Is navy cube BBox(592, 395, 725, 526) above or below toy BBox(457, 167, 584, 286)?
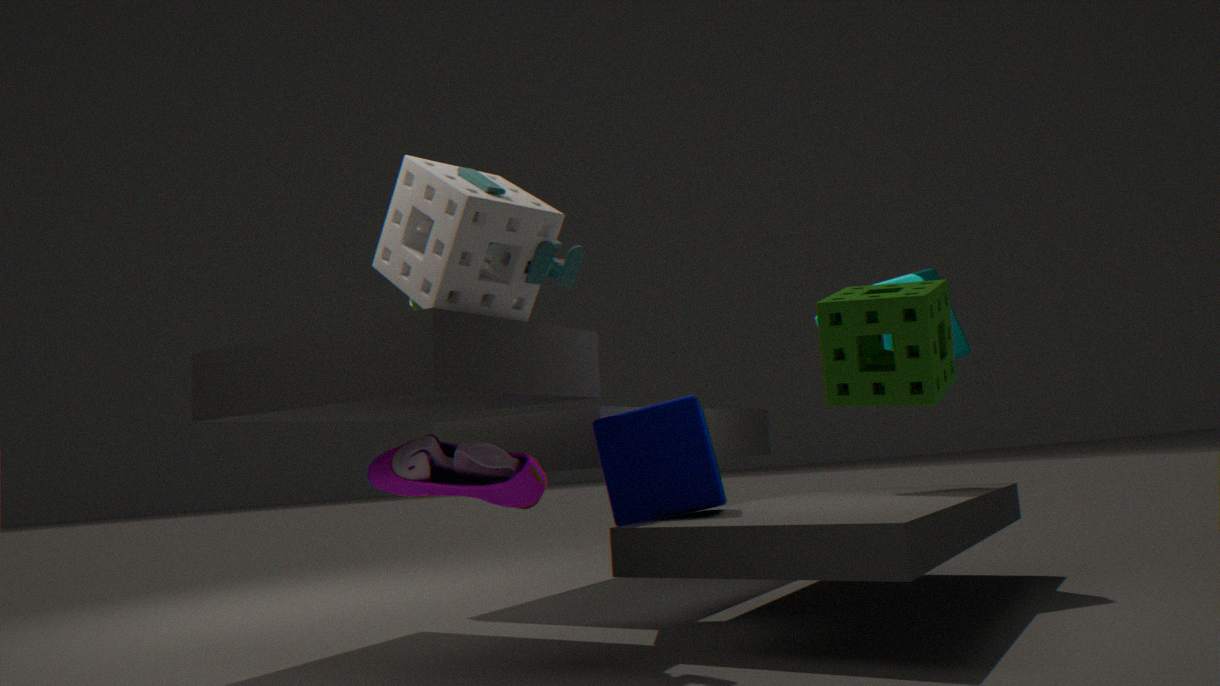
below
